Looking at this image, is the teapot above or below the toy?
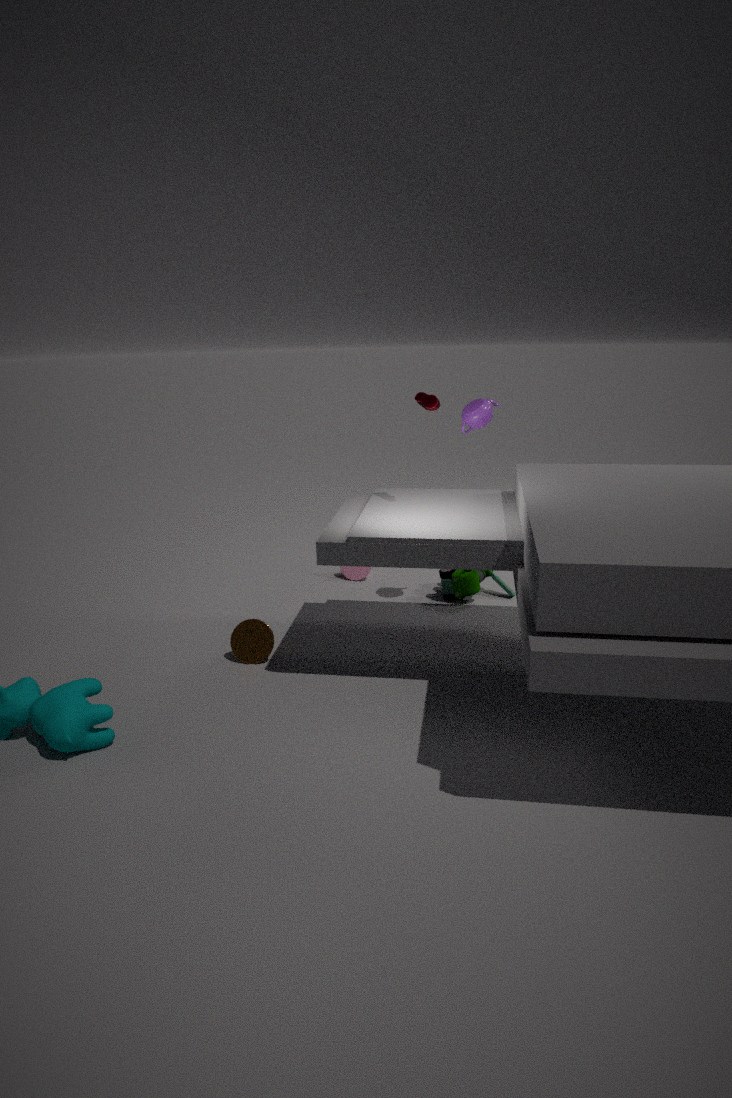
above
